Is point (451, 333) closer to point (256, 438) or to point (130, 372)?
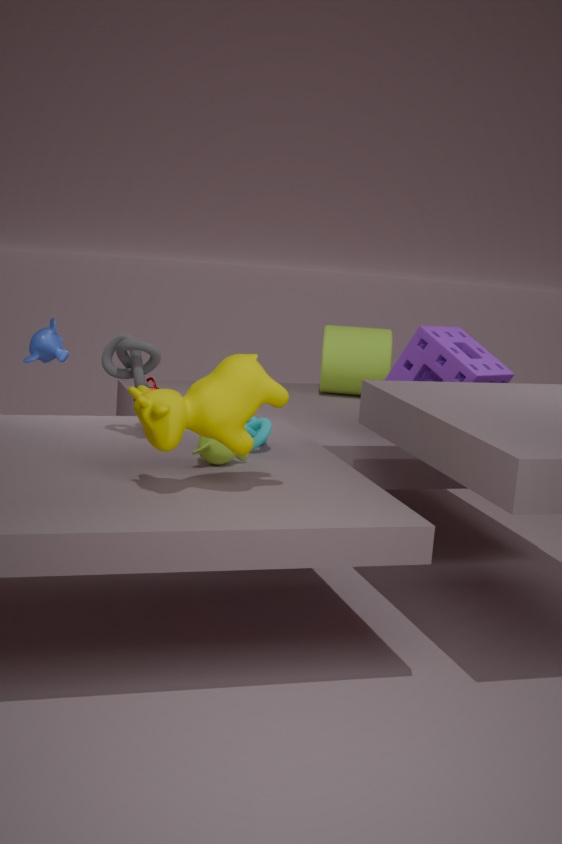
point (256, 438)
